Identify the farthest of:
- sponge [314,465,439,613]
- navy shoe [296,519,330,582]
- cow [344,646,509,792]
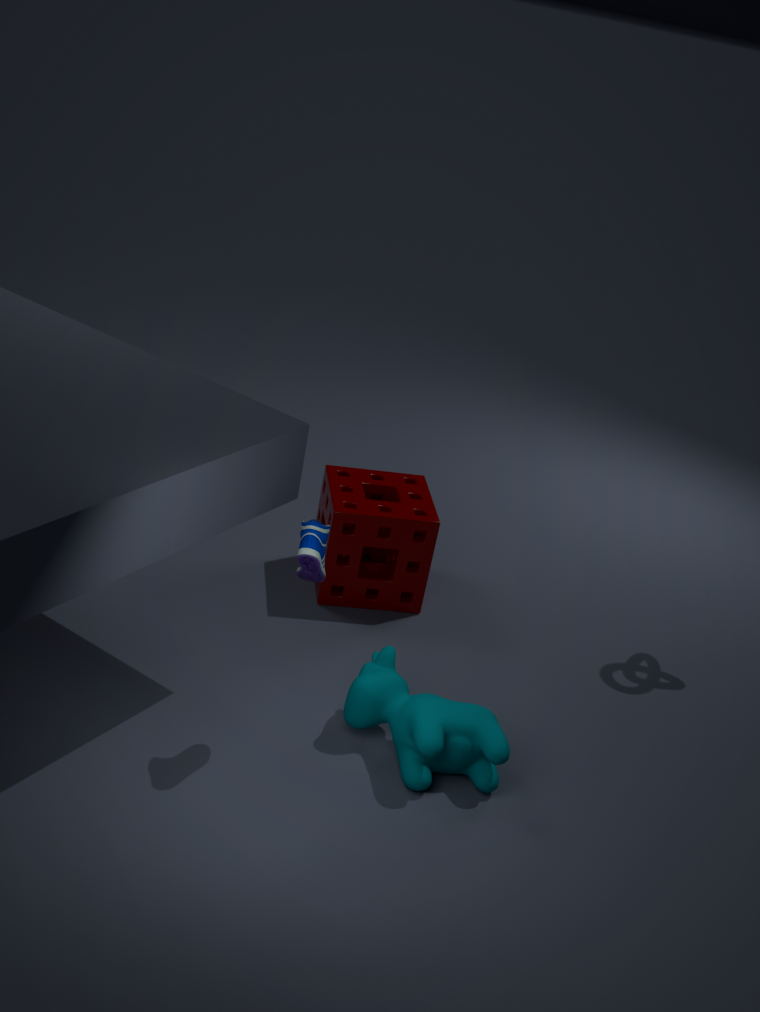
sponge [314,465,439,613]
